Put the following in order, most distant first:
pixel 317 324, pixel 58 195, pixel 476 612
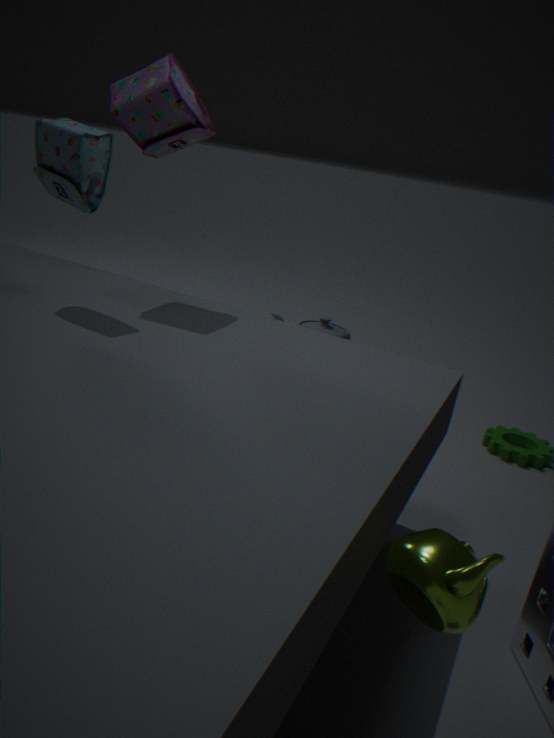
pixel 317 324, pixel 58 195, pixel 476 612
